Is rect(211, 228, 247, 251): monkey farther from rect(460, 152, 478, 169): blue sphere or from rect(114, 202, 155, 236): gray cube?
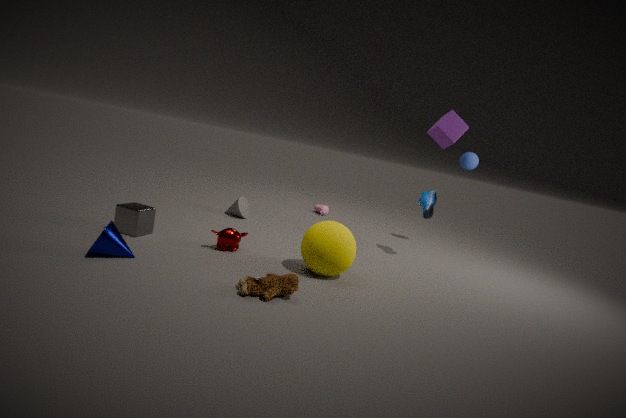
rect(460, 152, 478, 169): blue sphere
